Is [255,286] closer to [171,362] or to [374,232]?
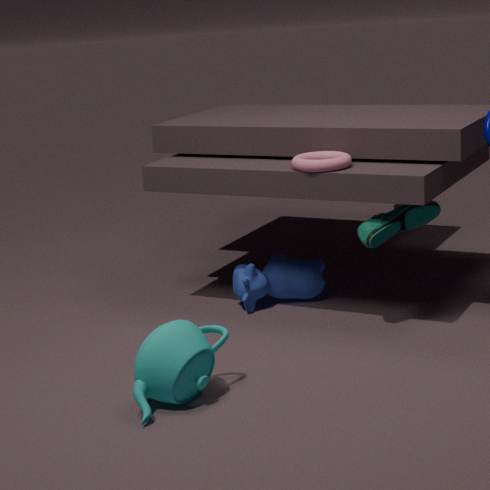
[374,232]
